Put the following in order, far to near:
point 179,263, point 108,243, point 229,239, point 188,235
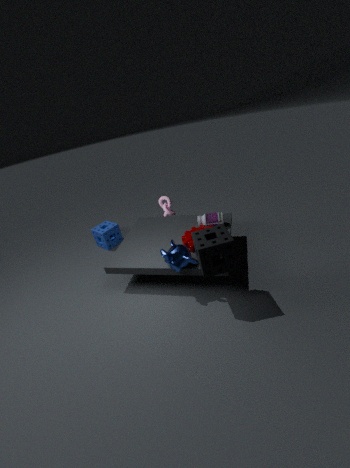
point 108,243
point 188,235
point 179,263
point 229,239
